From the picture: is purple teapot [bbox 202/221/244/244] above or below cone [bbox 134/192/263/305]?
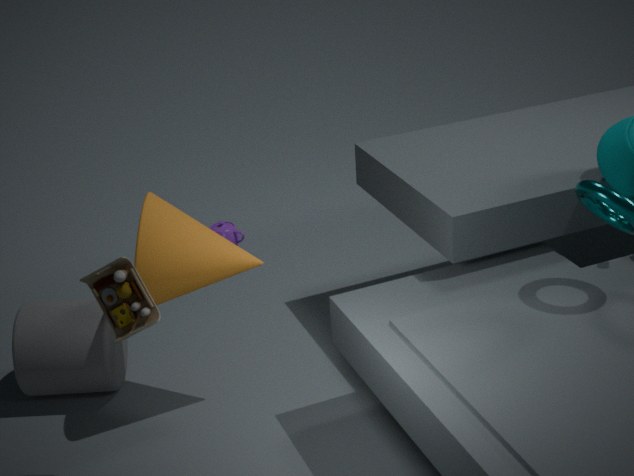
below
